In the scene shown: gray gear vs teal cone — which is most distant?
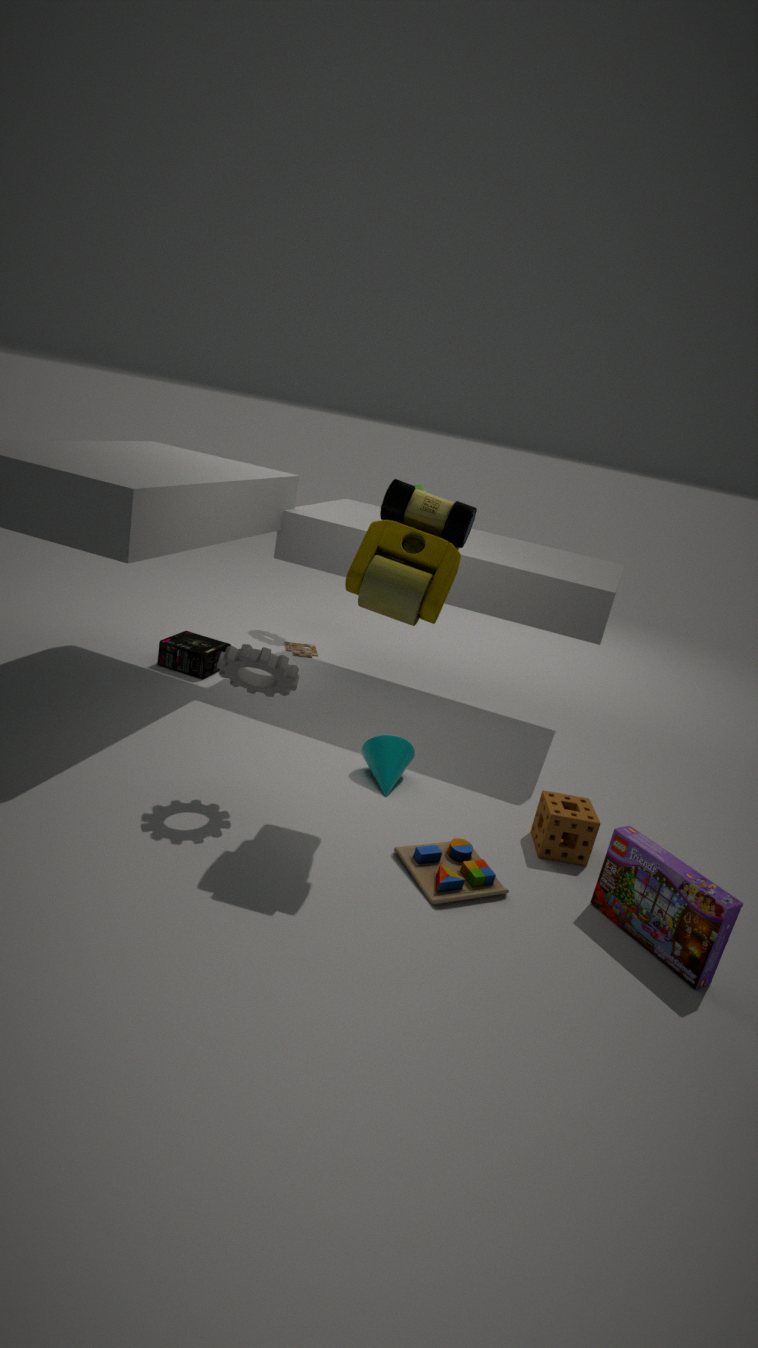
teal cone
